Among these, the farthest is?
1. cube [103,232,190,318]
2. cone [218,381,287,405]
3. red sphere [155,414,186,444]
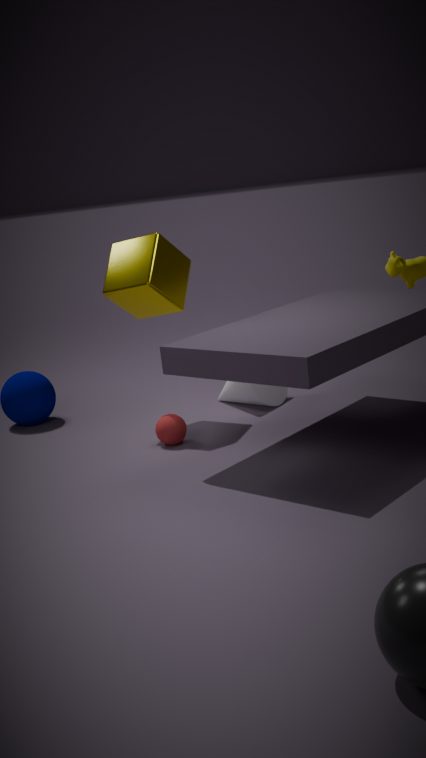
cone [218,381,287,405]
